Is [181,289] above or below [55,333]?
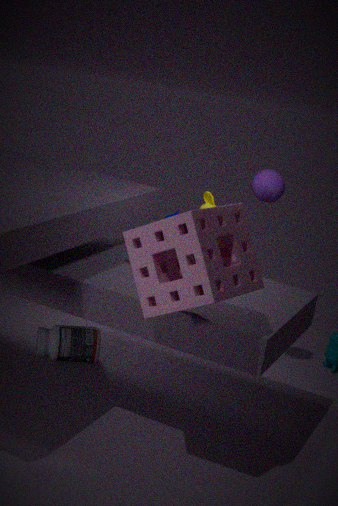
above
